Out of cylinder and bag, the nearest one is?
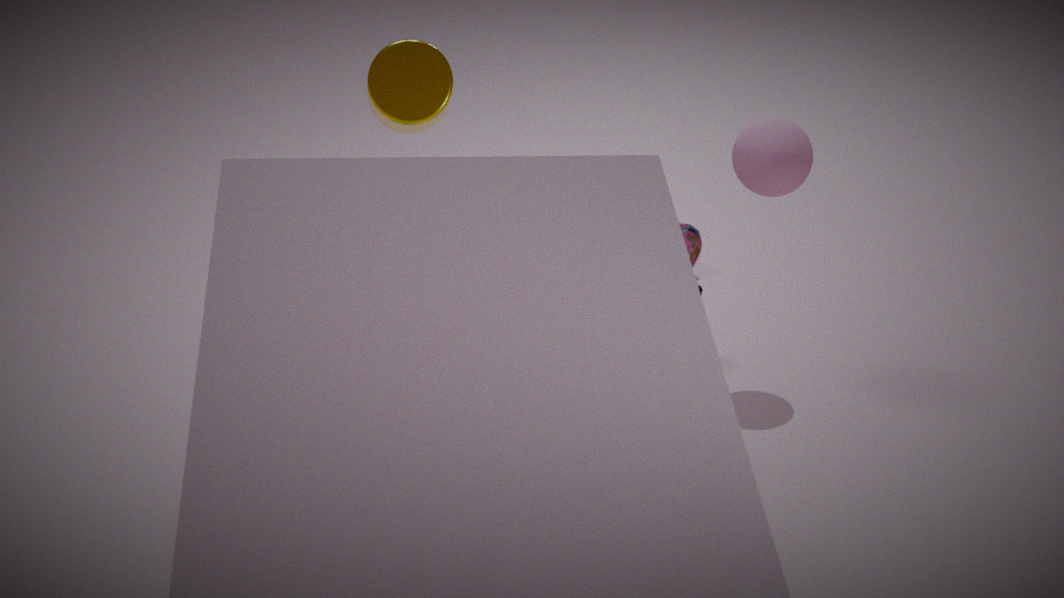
cylinder
